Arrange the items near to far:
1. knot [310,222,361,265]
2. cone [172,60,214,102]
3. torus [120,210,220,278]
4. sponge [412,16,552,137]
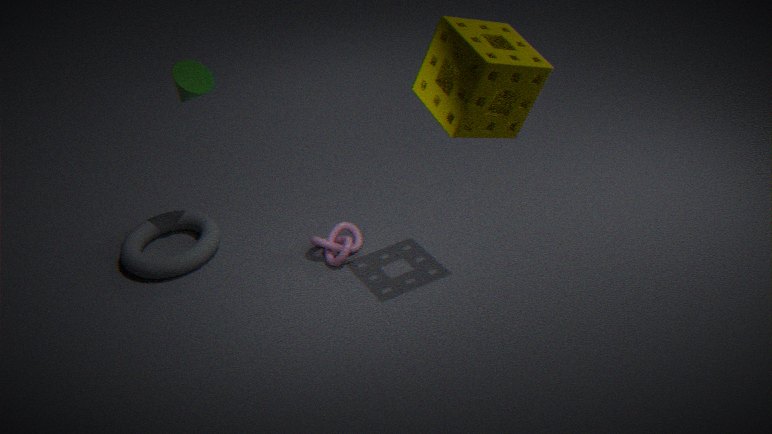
sponge [412,16,552,137], cone [172,60,214,102], knot [310,222,361,265], torus [120,210,220,278]
